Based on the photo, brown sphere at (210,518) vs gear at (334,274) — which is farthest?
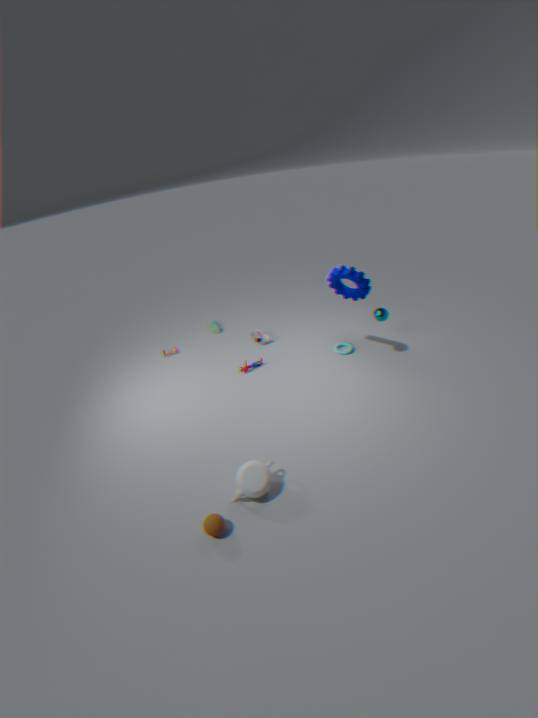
gear at (334,274)
